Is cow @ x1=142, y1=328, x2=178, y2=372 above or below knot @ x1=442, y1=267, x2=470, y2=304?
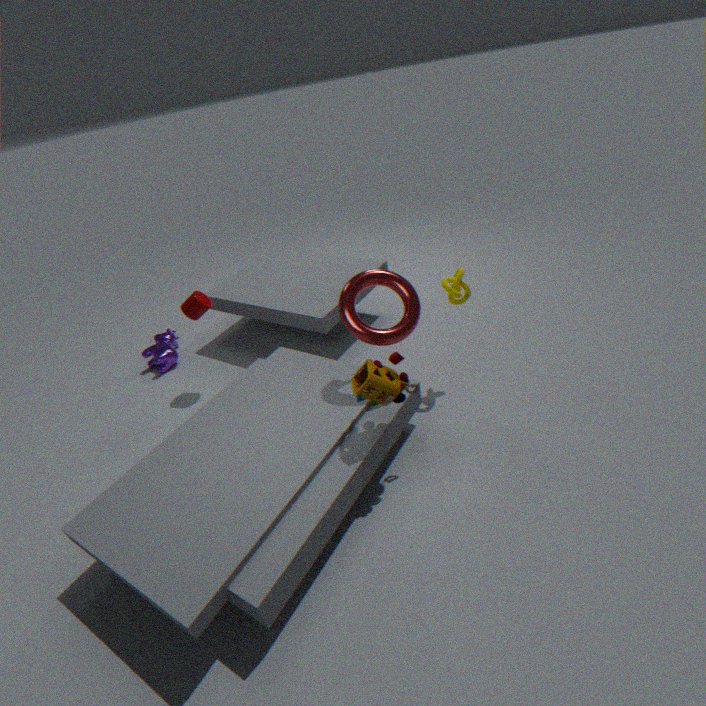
below
